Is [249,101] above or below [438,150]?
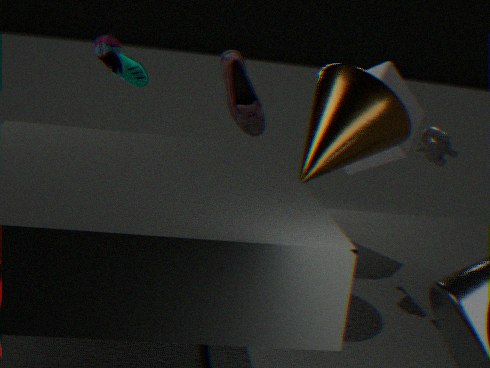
above
